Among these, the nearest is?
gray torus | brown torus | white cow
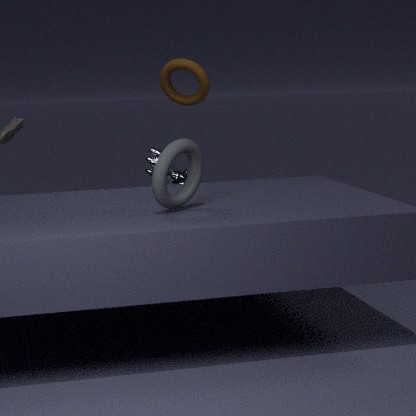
gray torus
